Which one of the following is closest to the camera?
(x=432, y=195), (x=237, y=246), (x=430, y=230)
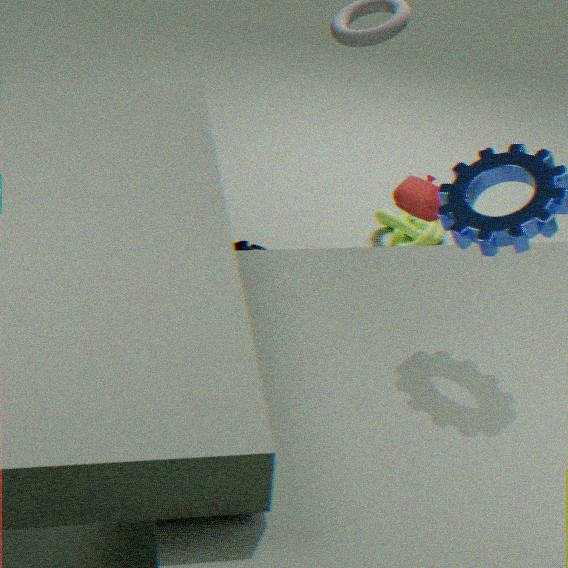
(x=432, y=195)
